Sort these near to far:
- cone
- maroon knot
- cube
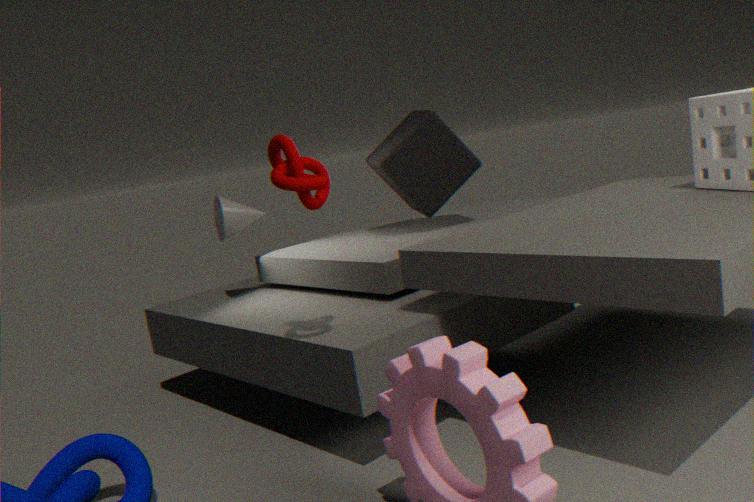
1. maroon knot
2. cone
3. cube
